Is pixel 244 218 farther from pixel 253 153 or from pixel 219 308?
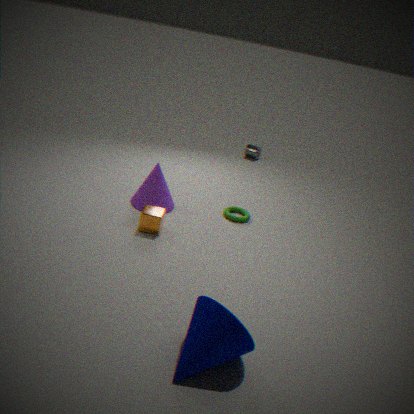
pixel 253 153
